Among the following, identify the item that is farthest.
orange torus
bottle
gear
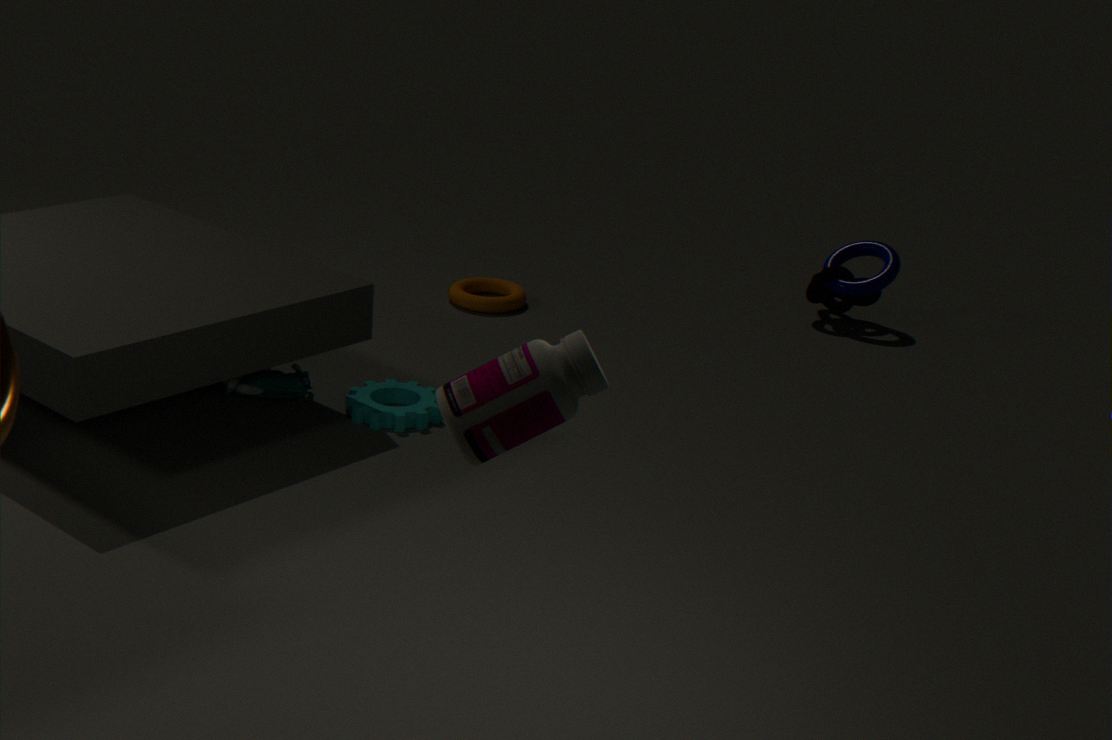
orange torus
